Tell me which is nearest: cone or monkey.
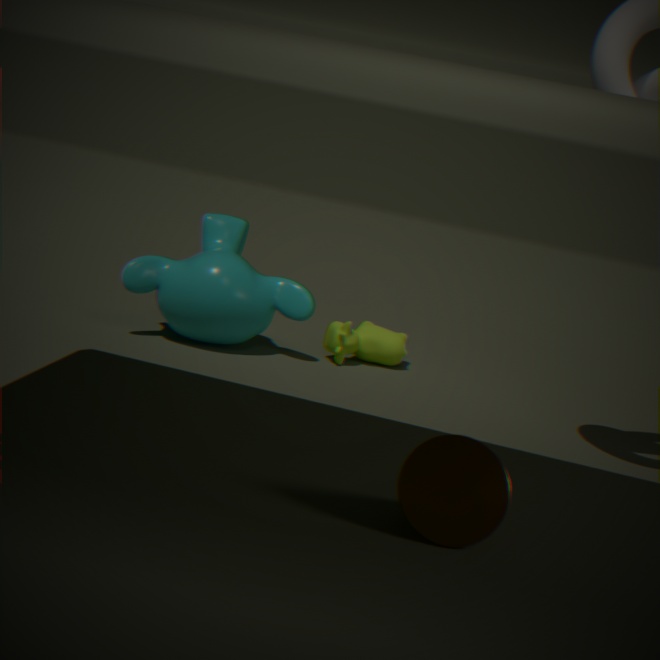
cone
